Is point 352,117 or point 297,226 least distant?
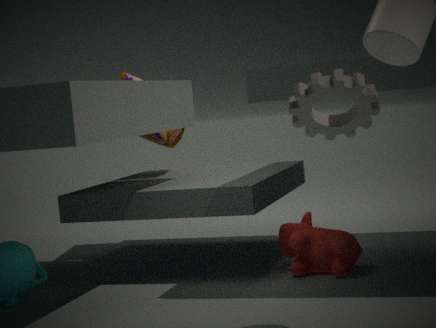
point 352,117
